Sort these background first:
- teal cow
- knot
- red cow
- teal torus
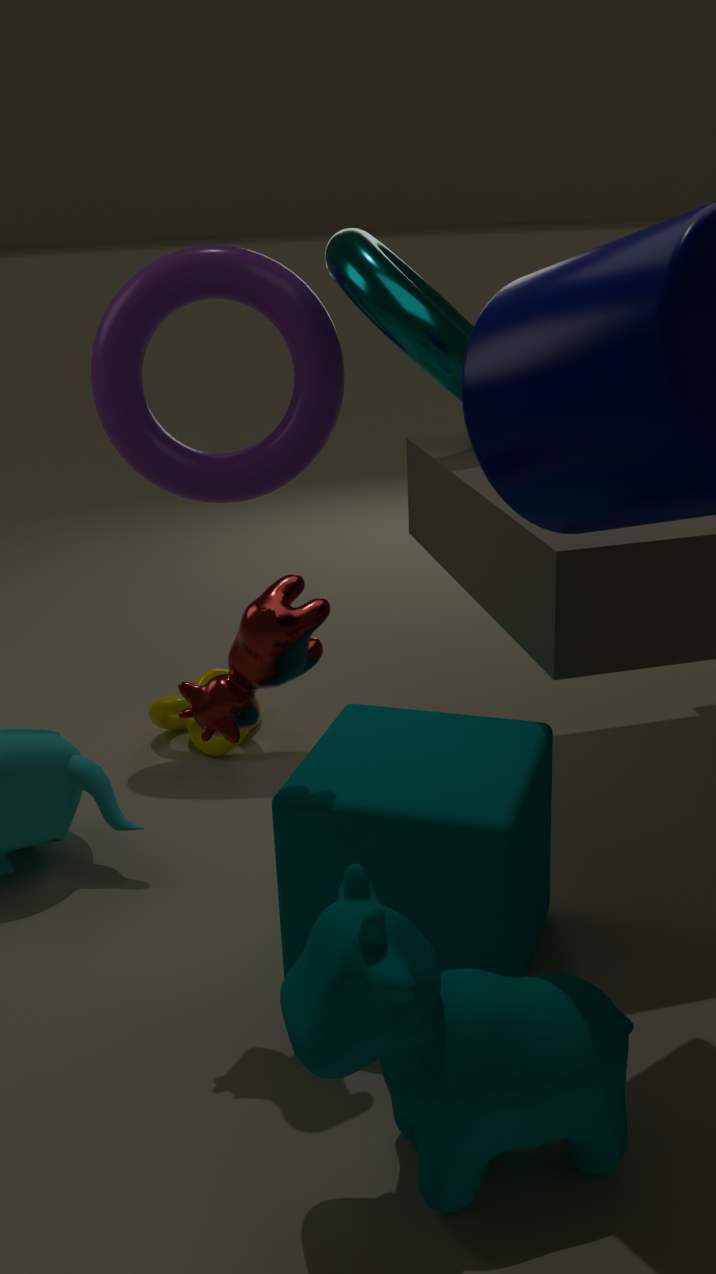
knot < teal torus < red cow < teal cow
